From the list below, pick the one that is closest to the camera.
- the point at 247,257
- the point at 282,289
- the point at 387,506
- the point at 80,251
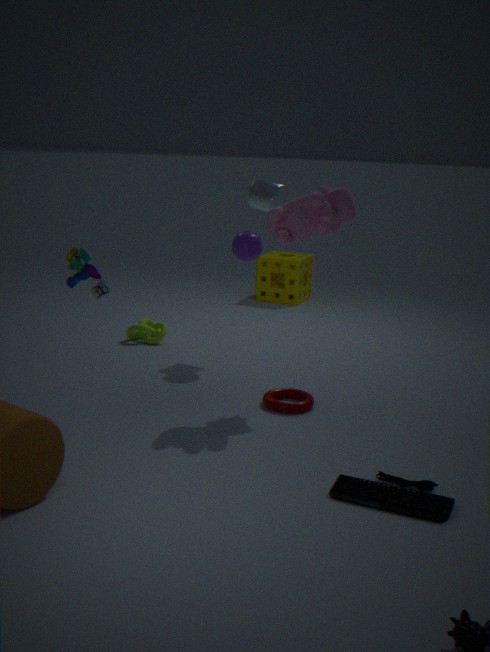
the point at 387,506
